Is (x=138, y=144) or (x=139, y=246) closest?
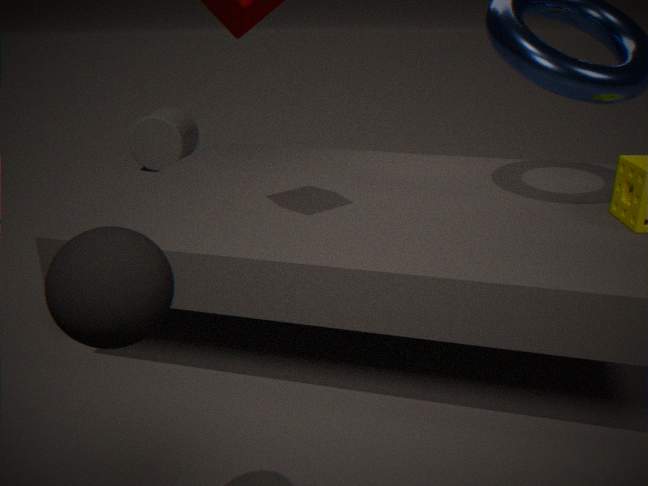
(x=139, y=246)
